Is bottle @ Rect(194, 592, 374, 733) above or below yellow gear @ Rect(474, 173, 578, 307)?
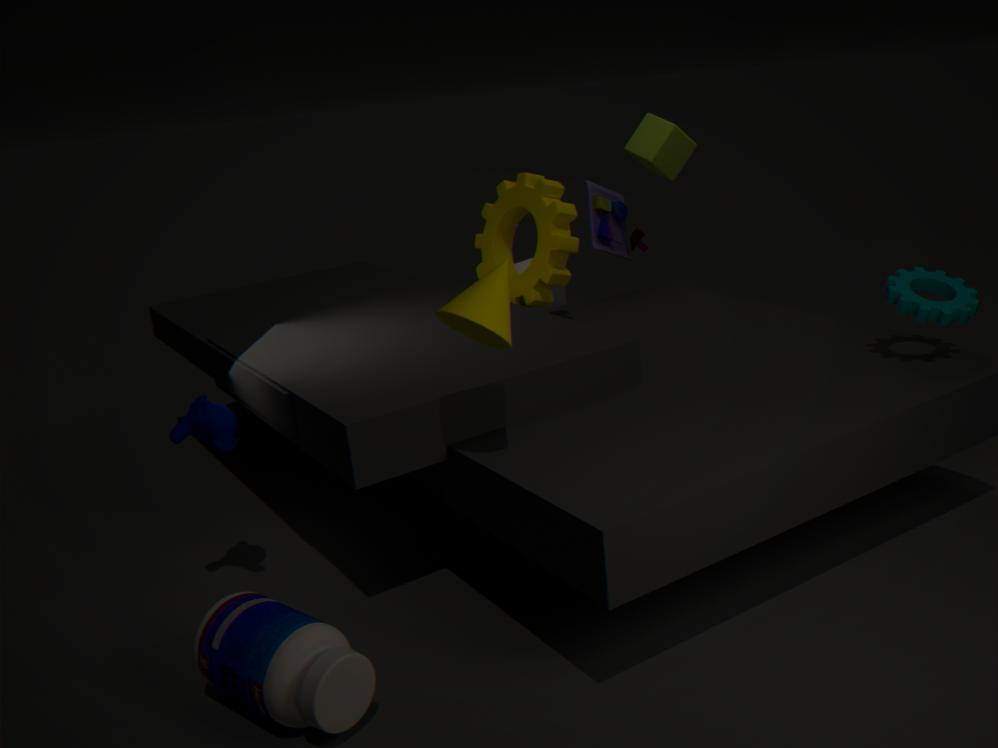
below
